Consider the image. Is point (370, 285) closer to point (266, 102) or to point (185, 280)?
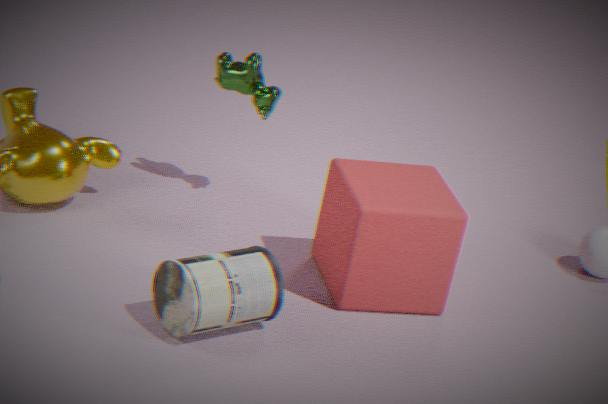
point (185, 280)
